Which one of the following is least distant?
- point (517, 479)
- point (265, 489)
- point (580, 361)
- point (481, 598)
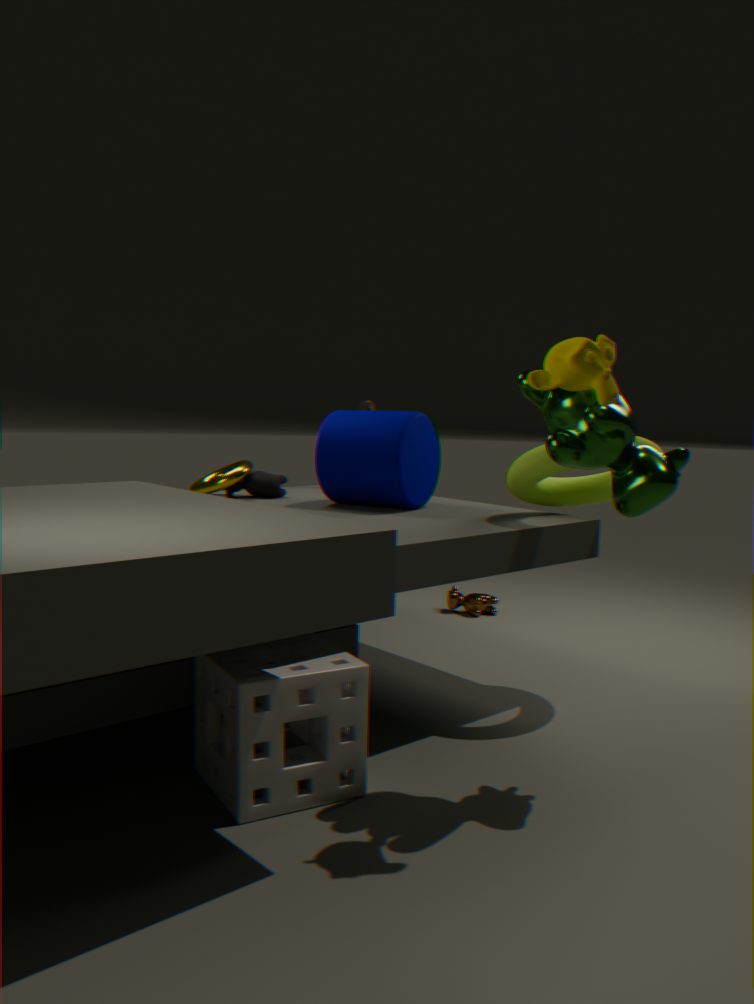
point (580, 361)
